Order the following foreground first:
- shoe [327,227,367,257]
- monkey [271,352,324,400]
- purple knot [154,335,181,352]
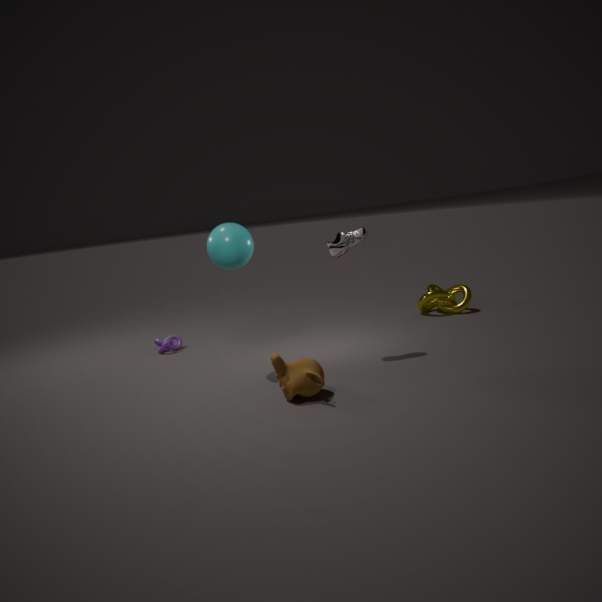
monkey [271,352,324,400]
shoe [327,227,367,257]
purple knot [154,335,181,352]
